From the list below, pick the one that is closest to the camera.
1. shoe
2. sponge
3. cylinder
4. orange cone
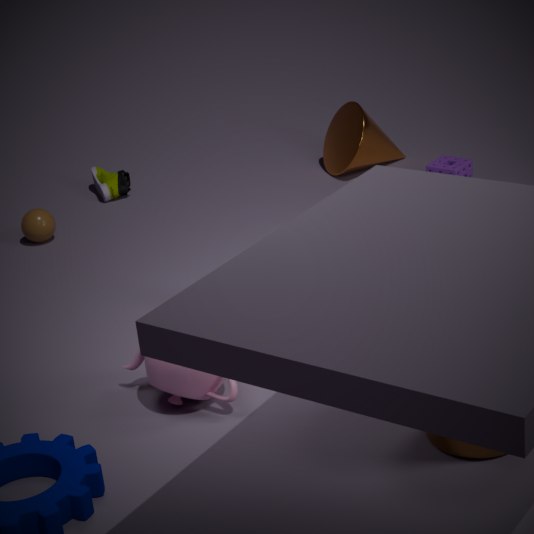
cylinder
